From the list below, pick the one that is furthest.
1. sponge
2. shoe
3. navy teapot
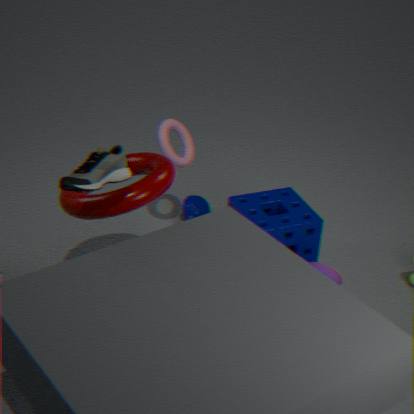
navy teapot
